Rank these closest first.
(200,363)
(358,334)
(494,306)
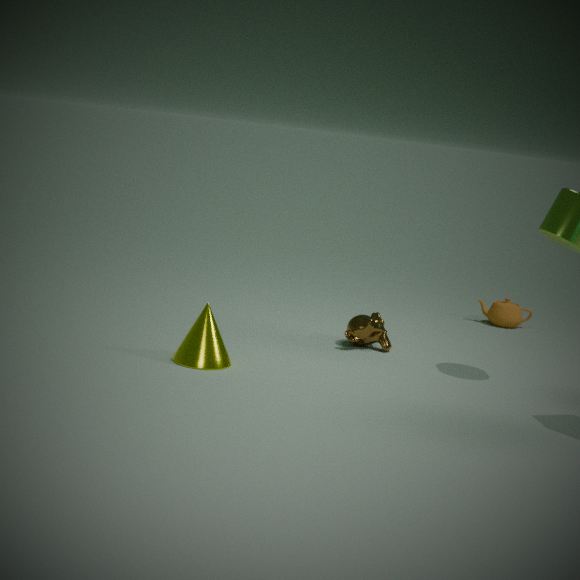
(200,363), (358,334), (494,306)
